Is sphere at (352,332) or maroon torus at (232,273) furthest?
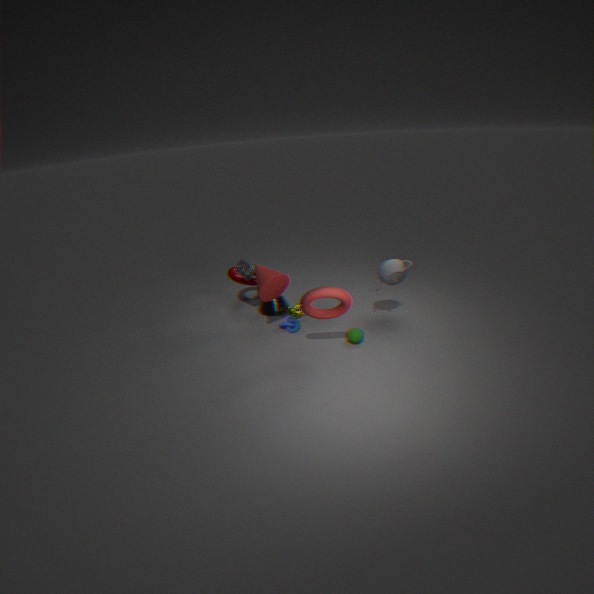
maroon torus at (232,273)
